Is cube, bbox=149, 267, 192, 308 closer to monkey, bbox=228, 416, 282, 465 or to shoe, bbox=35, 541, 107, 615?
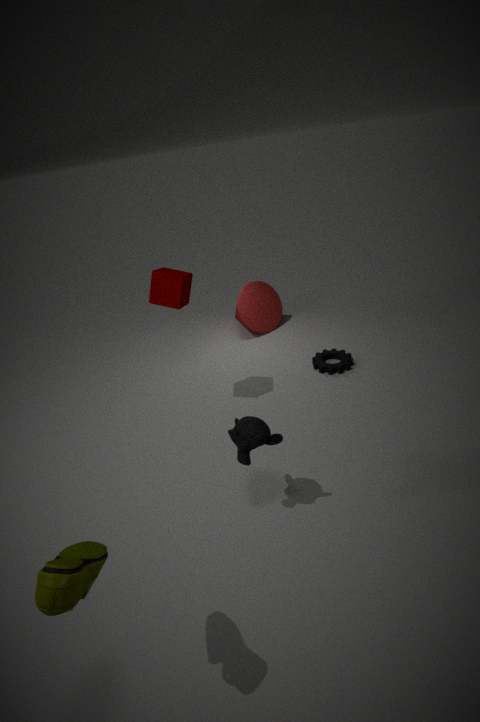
A: monkey, bbox=228, 416, 282, 465
